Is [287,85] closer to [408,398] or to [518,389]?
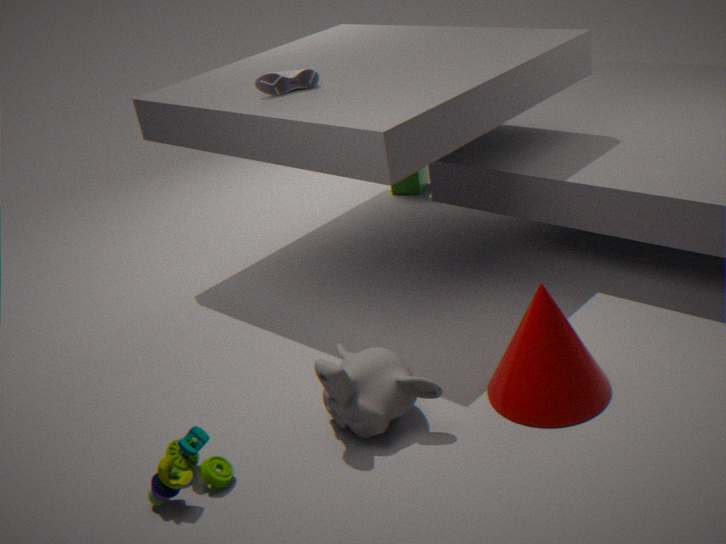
[408,398]
